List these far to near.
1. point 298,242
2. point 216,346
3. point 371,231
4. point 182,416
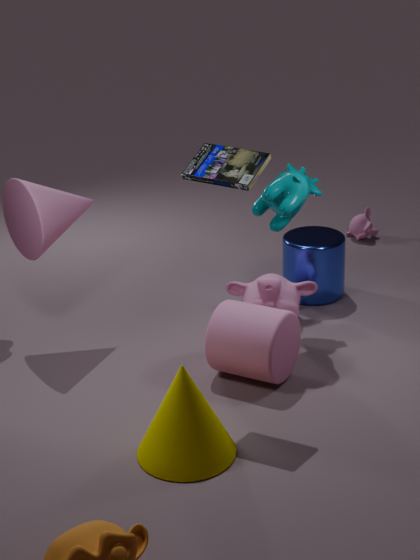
point 371,231 → point 298,242 → point 216,346 → point 182,416
